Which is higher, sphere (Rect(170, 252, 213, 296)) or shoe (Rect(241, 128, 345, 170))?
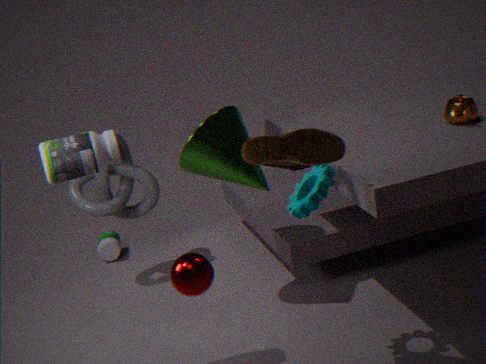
shoe (Rect(241, 128, 345, 170))
